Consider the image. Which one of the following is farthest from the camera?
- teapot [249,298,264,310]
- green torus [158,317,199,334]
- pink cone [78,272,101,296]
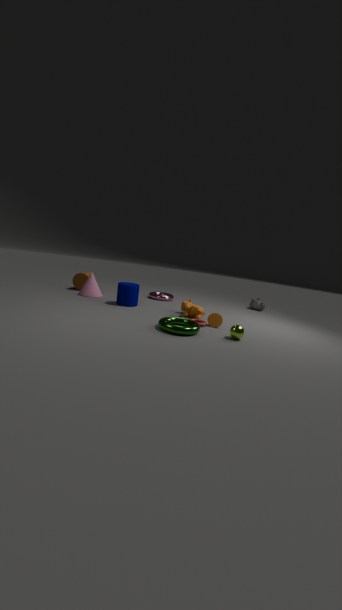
teapot [249,298,264,310]
